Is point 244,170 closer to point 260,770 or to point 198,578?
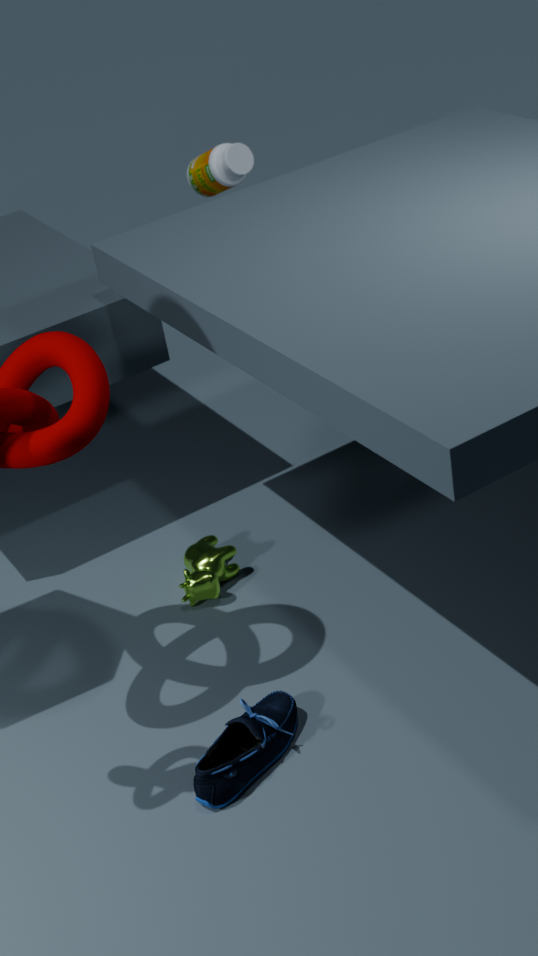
point 198,578
